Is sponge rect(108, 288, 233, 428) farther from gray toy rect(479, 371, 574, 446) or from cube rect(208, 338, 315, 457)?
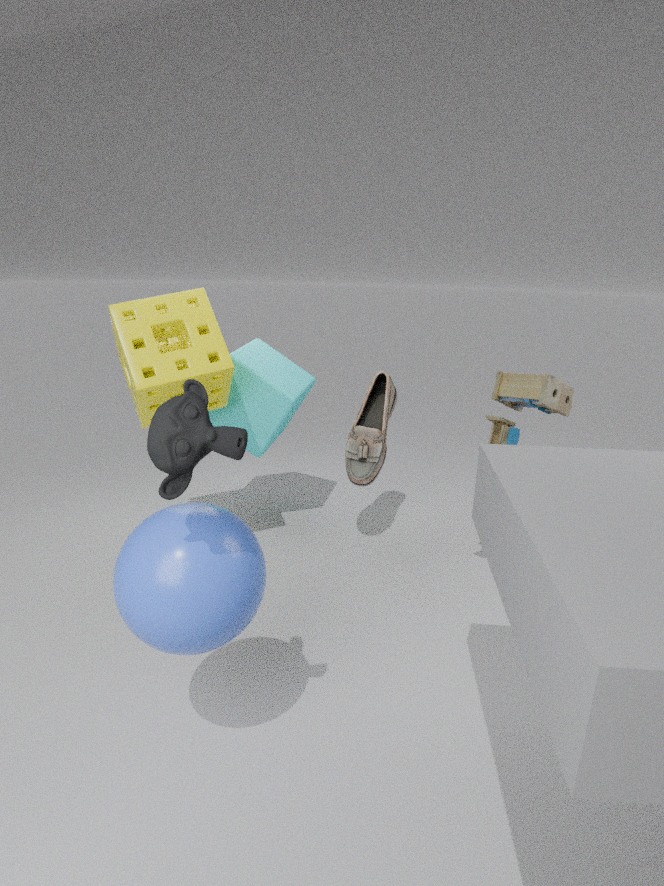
gray toy rect(479, 371, 574, 446)
